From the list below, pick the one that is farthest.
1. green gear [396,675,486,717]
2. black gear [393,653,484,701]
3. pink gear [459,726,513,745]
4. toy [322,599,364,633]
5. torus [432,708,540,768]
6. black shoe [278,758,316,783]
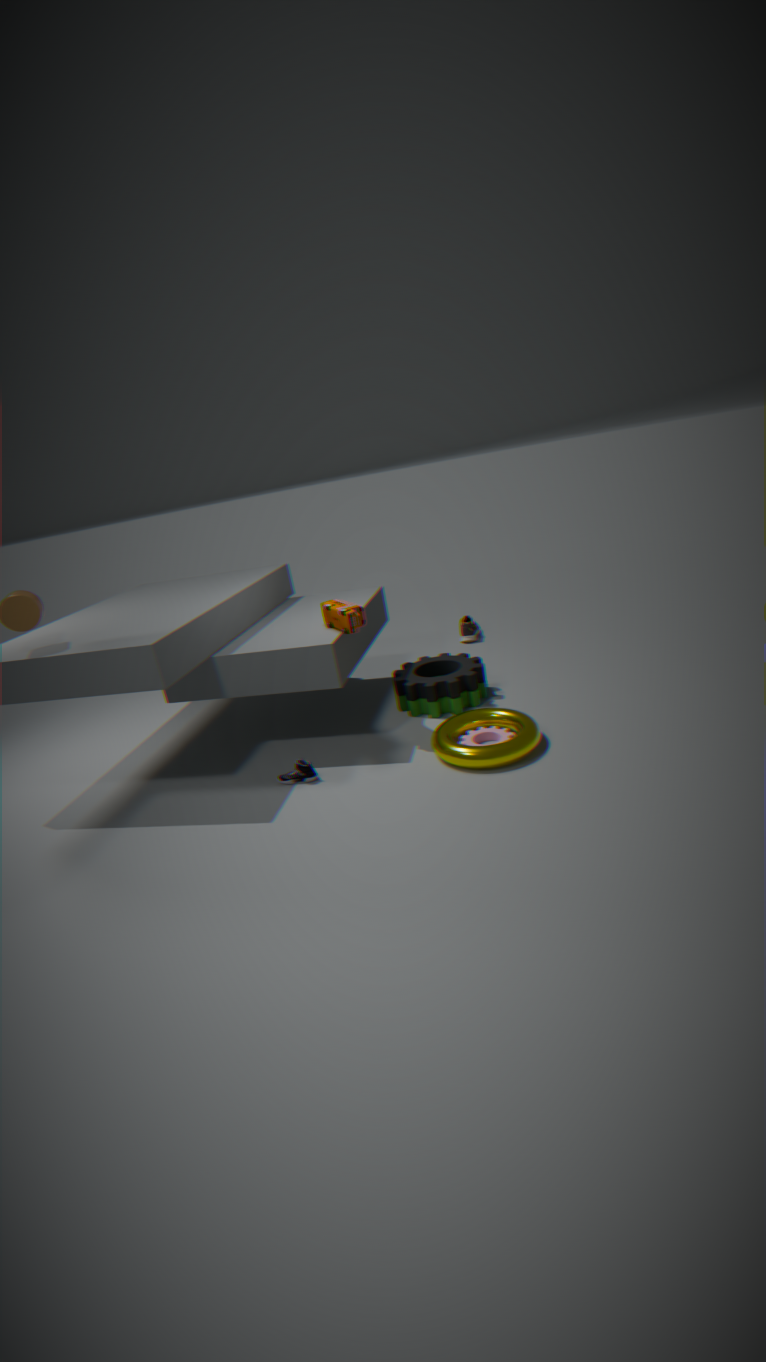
green gear [396,675,486,717]
